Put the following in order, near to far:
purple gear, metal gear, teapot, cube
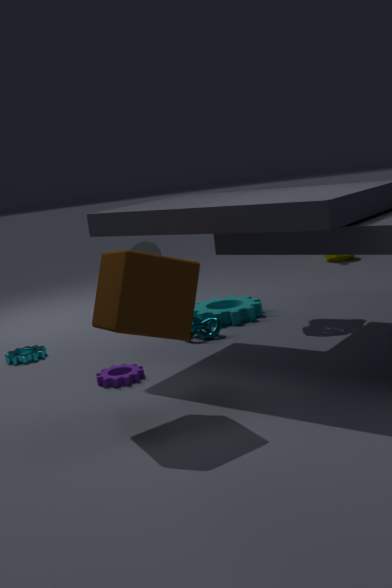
cube → purple gear → metal gear → teapot
